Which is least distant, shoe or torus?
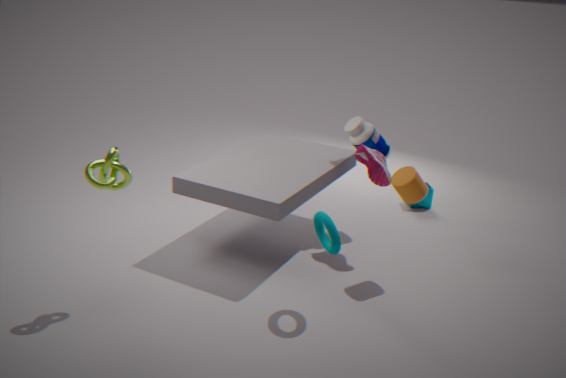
torus
